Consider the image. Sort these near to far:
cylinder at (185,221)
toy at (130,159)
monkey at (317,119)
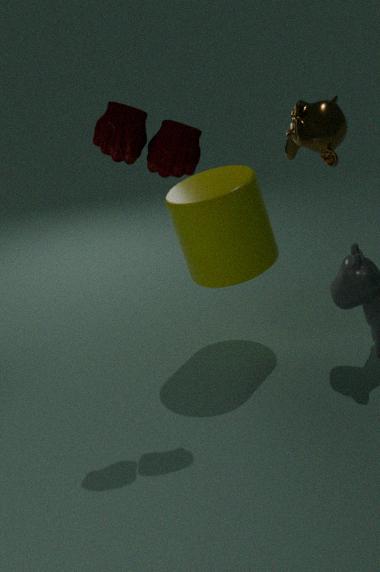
monkey at (317,119), toy at (130,159), cylinder at (185,221)
